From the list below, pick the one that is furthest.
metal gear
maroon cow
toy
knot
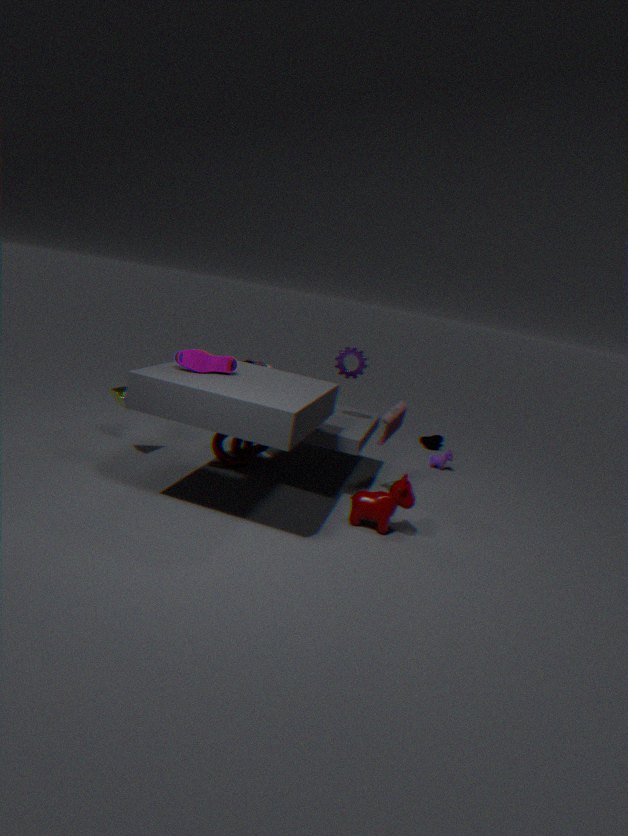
metal gear
